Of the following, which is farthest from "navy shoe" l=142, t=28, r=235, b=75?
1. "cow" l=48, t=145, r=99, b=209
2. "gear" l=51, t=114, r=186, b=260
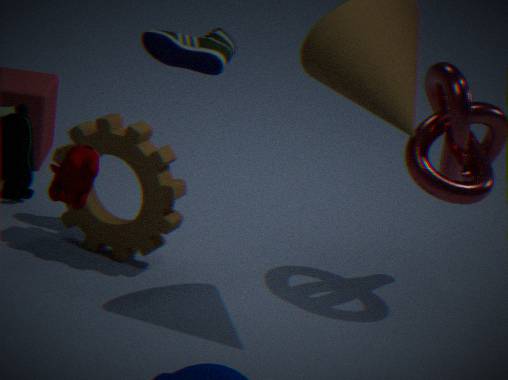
"cow" l=48, t=145, r=99, b=209
